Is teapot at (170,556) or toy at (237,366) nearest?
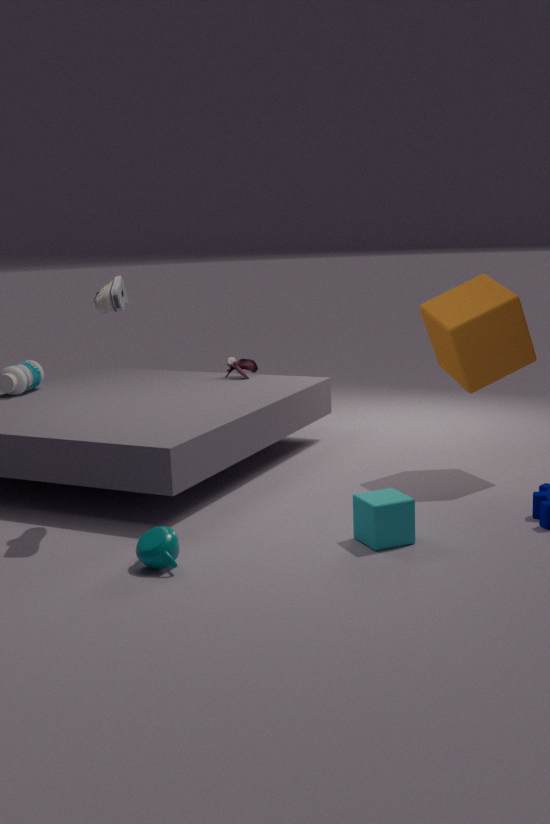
teapot at (170,556)
